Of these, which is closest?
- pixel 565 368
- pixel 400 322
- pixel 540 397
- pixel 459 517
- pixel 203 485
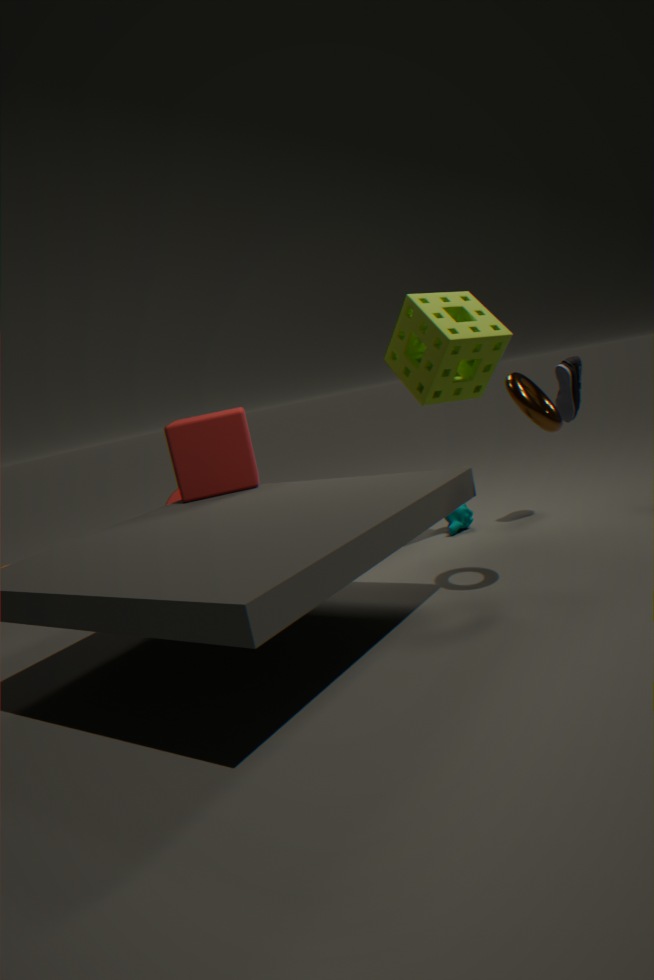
pixel 540 397
